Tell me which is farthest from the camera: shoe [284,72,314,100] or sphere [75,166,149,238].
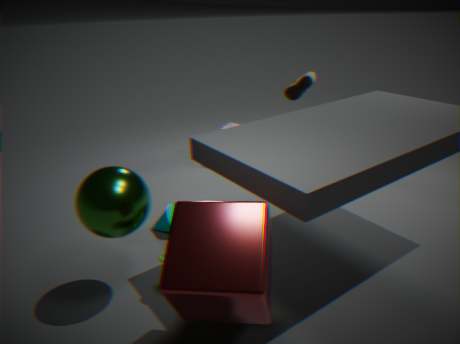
shoe [284,72,314,100]
